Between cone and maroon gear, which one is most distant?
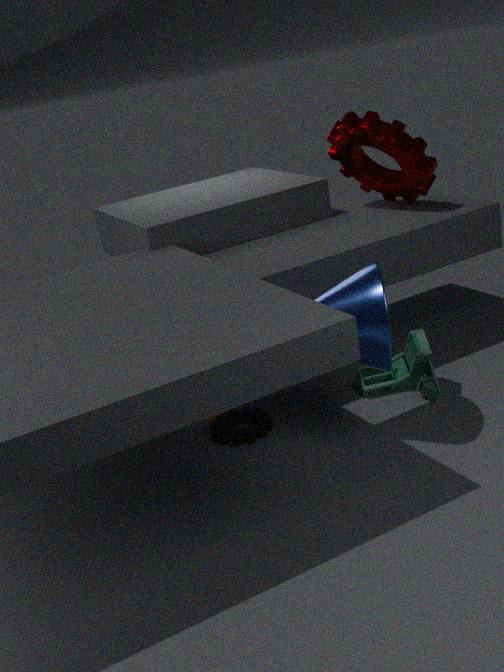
maroon gear
